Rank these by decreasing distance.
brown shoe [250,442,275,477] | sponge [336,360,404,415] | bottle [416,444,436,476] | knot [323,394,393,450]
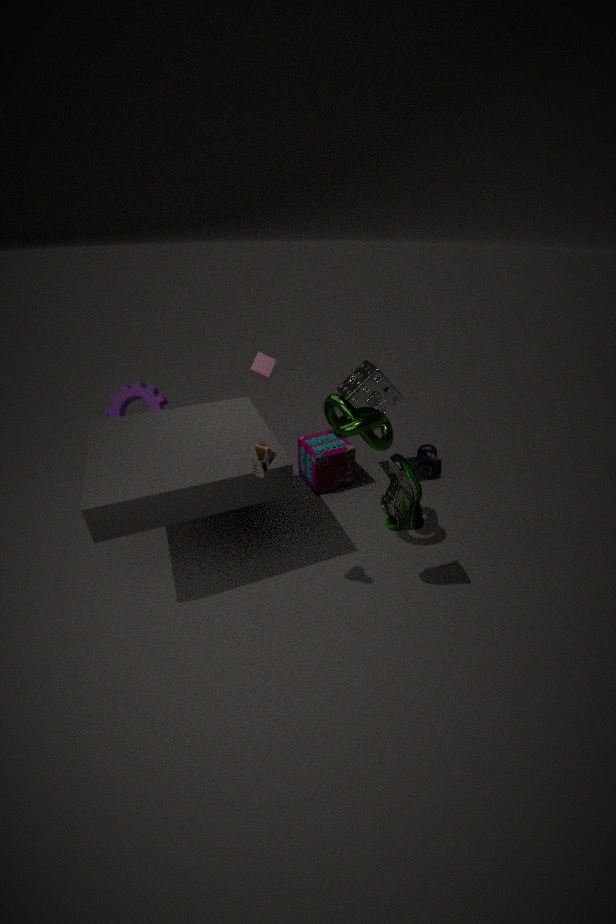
bottle [416,444,436,476]
sponge [336,360,404,415]
knot [323,394,393,450]
brown shoe [250,442,275,477]
